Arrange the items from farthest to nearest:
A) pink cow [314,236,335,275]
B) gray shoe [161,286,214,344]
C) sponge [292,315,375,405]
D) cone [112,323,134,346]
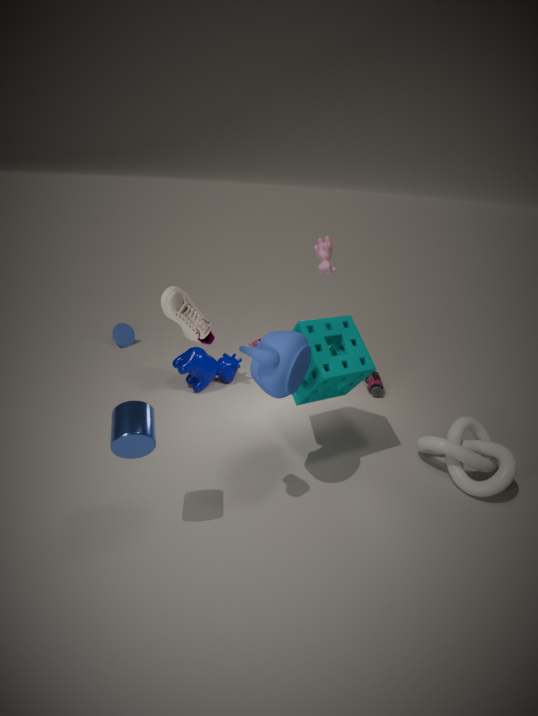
D. cone [112,323,134,346], A. pink cow [314,236,335,275], C. sponge [292,315,375,405], B. gray shoe [161,286,214,344]
